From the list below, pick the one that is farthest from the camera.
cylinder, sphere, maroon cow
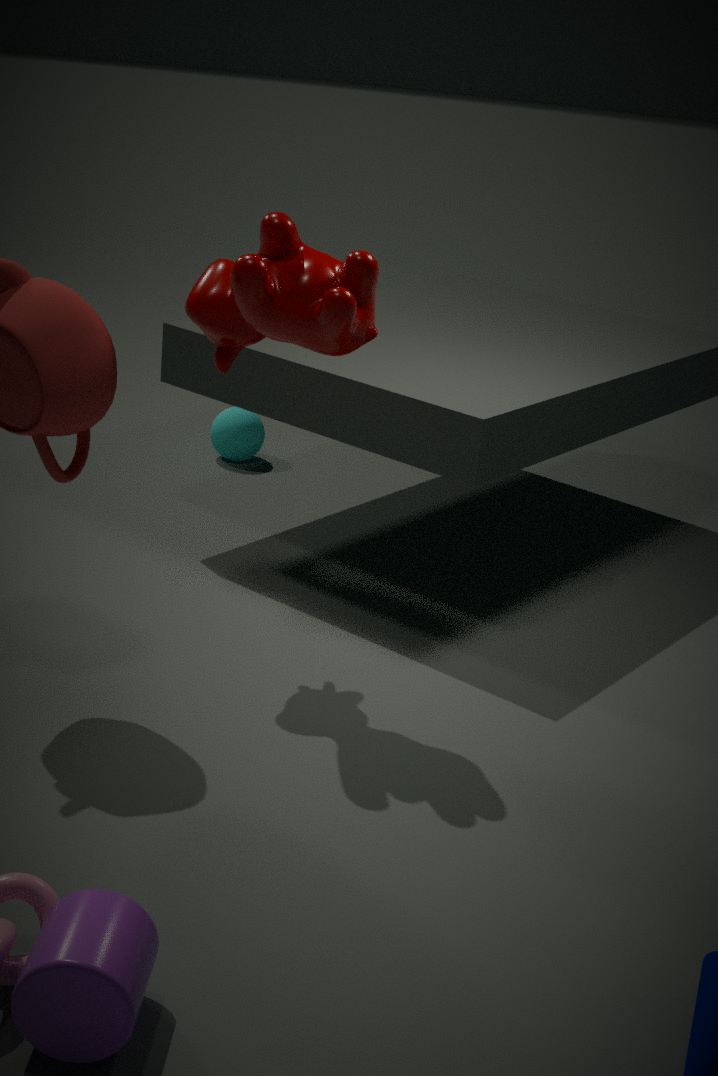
sphere
